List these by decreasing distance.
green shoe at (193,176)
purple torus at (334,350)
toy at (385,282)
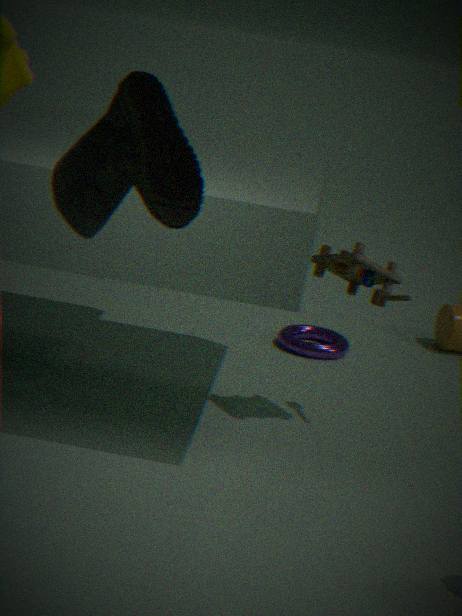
purple torus at (334,350) → toy at (385,282) → green shoe at (193,176)
